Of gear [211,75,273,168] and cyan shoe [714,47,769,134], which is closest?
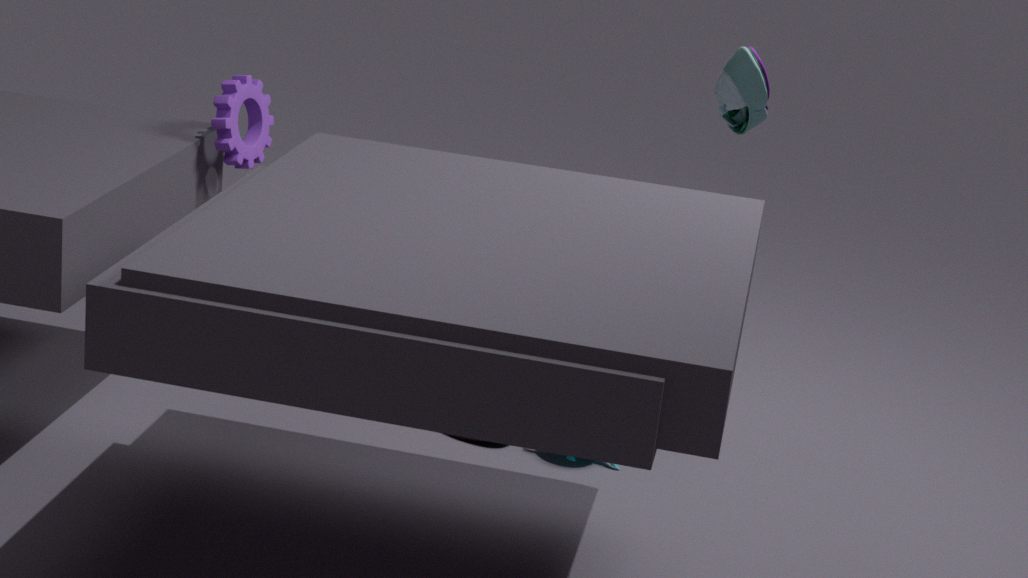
cyan shoe [714,47,769,134]
